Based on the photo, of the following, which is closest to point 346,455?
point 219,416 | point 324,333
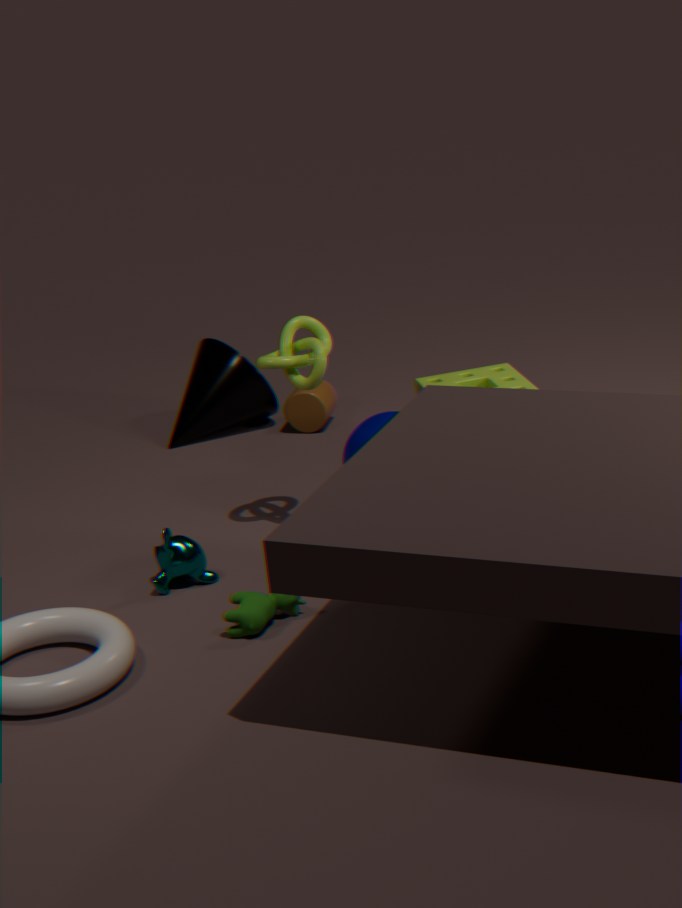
point 324,333
